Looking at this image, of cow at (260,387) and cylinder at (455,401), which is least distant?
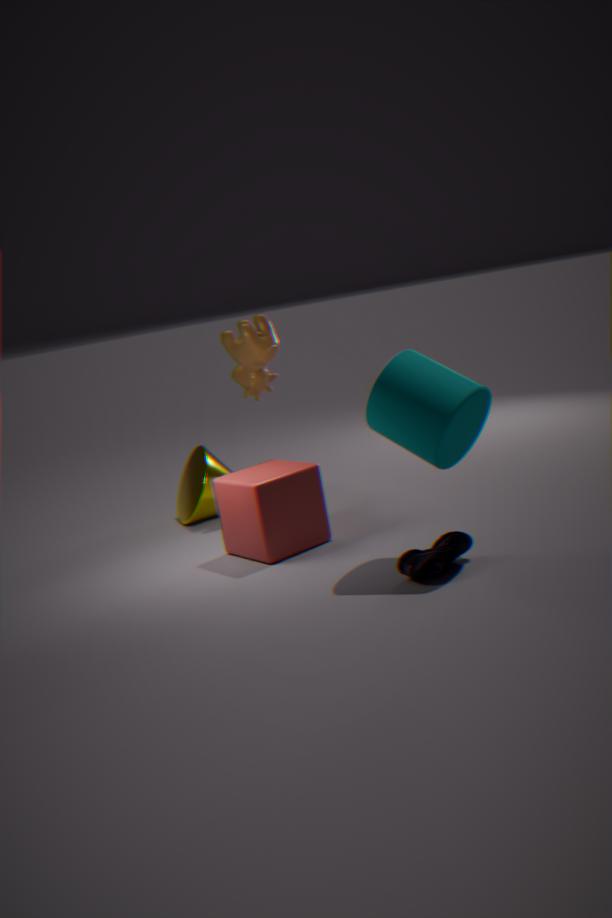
cylinder at (455,401)
